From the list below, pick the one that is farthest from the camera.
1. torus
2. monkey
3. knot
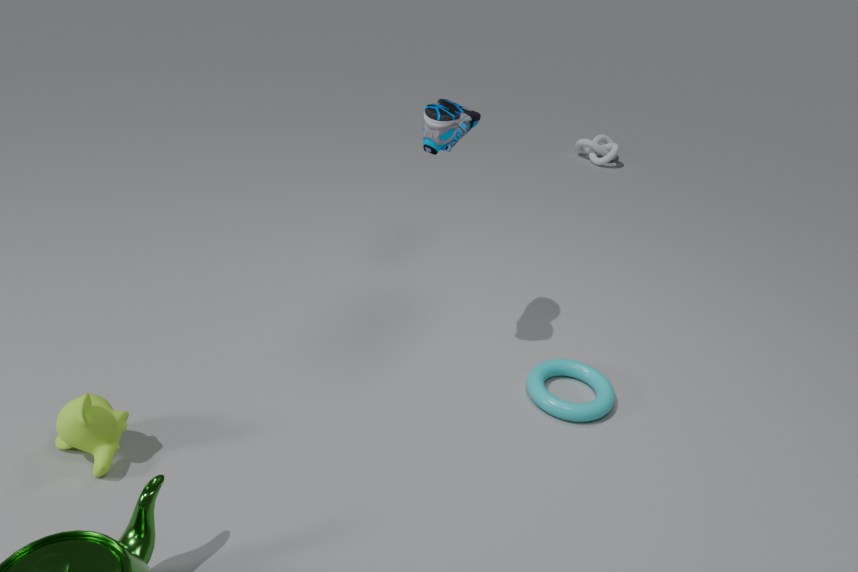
knot
